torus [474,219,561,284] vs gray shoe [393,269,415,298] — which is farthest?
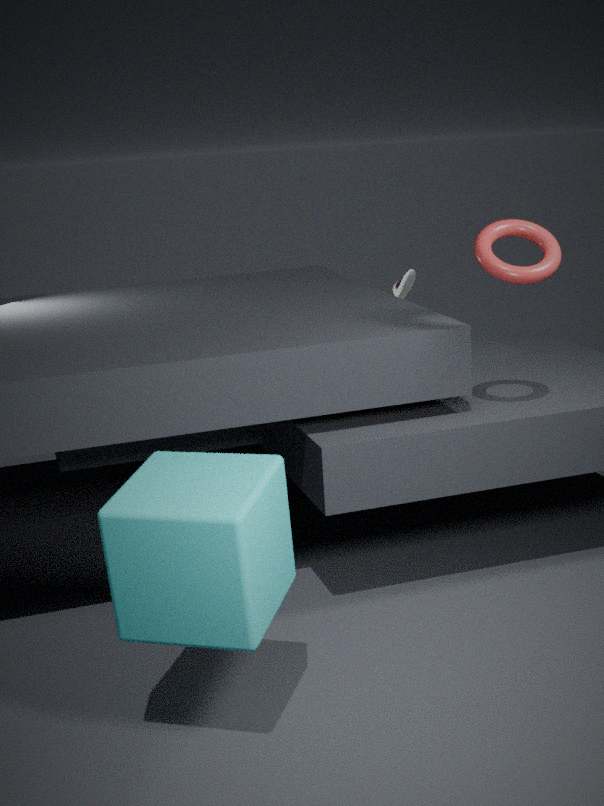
gray shoe [393,269,415,298]
